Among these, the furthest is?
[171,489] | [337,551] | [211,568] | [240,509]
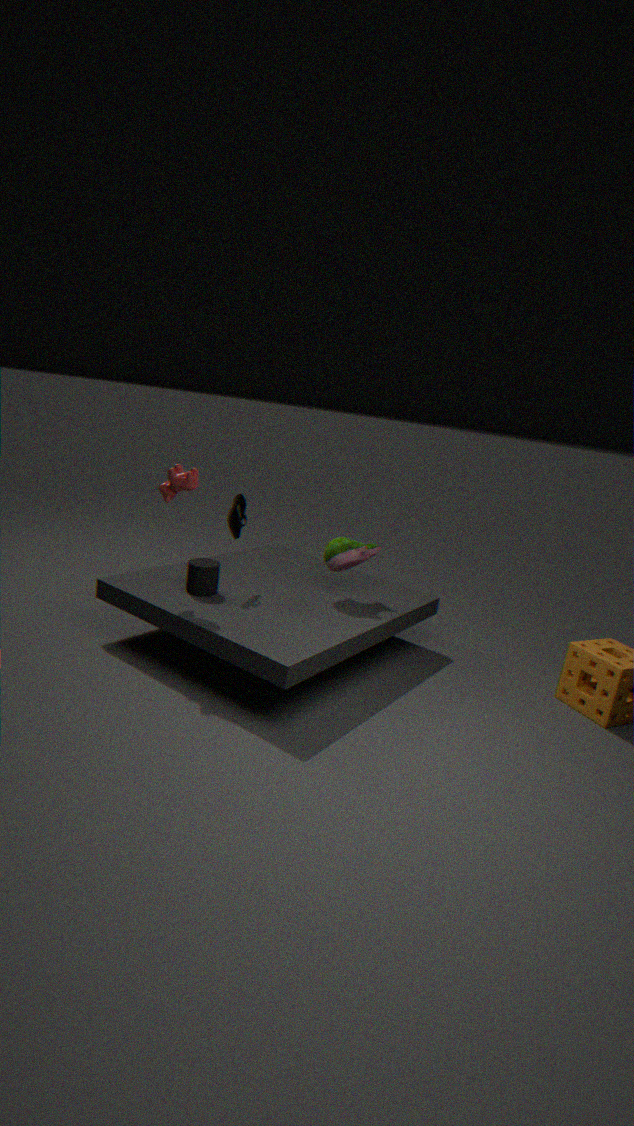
[240,509]
